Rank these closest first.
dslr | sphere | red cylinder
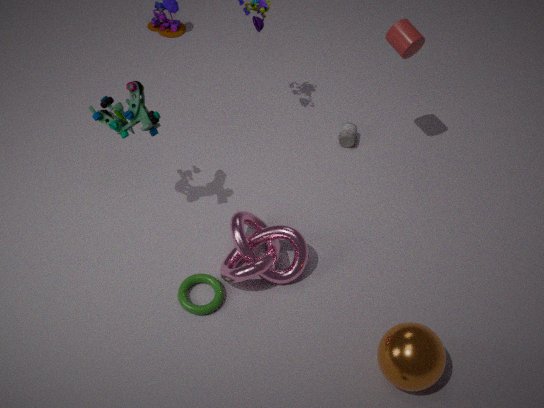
1. sphere
2. red cylinder
3. dslr
